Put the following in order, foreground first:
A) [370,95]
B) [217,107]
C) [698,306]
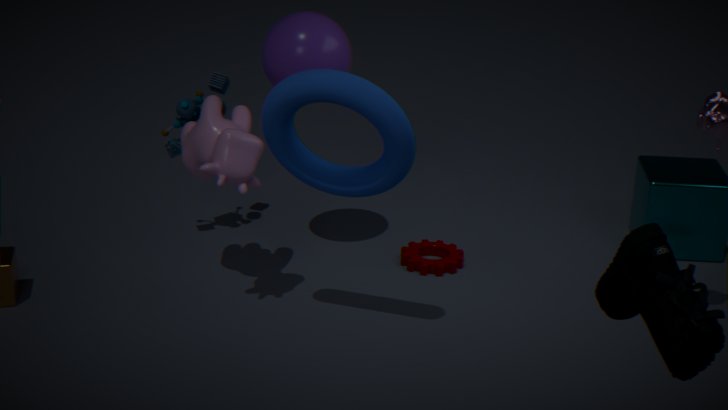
[698,306]
[370,95]
[217,107]
